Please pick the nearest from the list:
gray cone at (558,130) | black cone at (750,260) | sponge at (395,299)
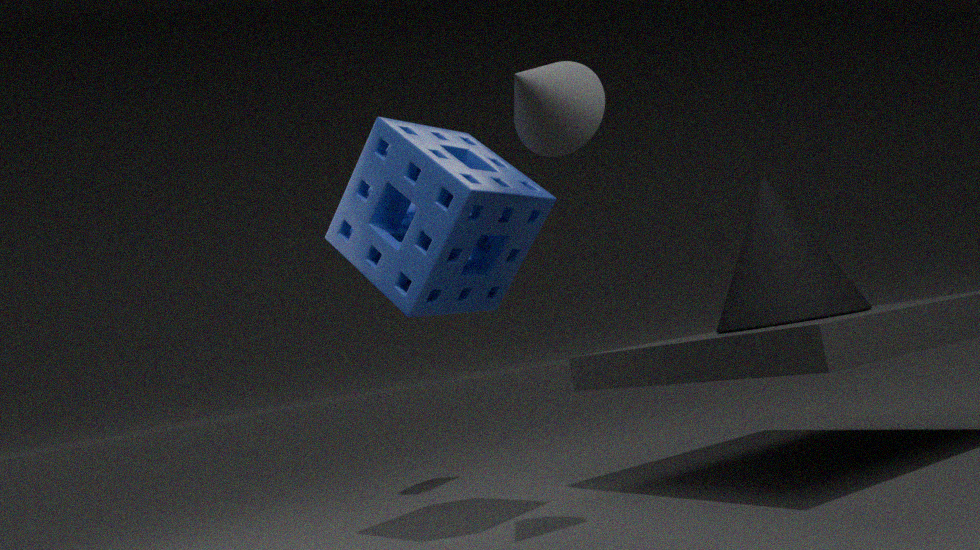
gray cone at (558,130)
